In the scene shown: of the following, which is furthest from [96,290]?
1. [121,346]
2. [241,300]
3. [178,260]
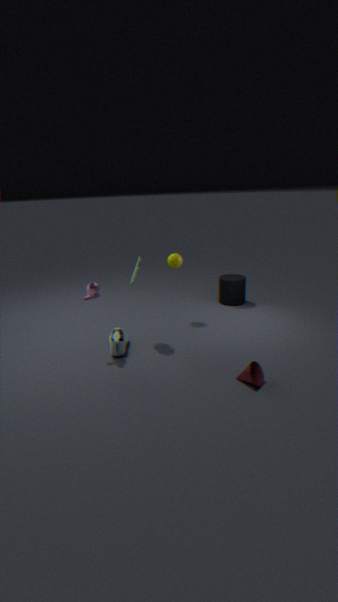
[241,300]
